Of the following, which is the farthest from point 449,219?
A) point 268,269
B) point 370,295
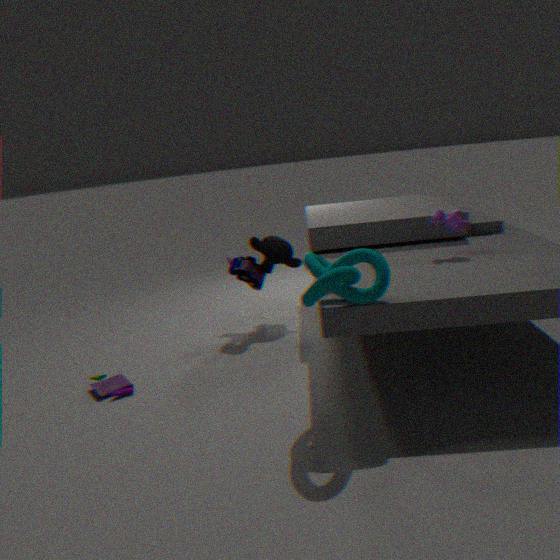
point 268,269
